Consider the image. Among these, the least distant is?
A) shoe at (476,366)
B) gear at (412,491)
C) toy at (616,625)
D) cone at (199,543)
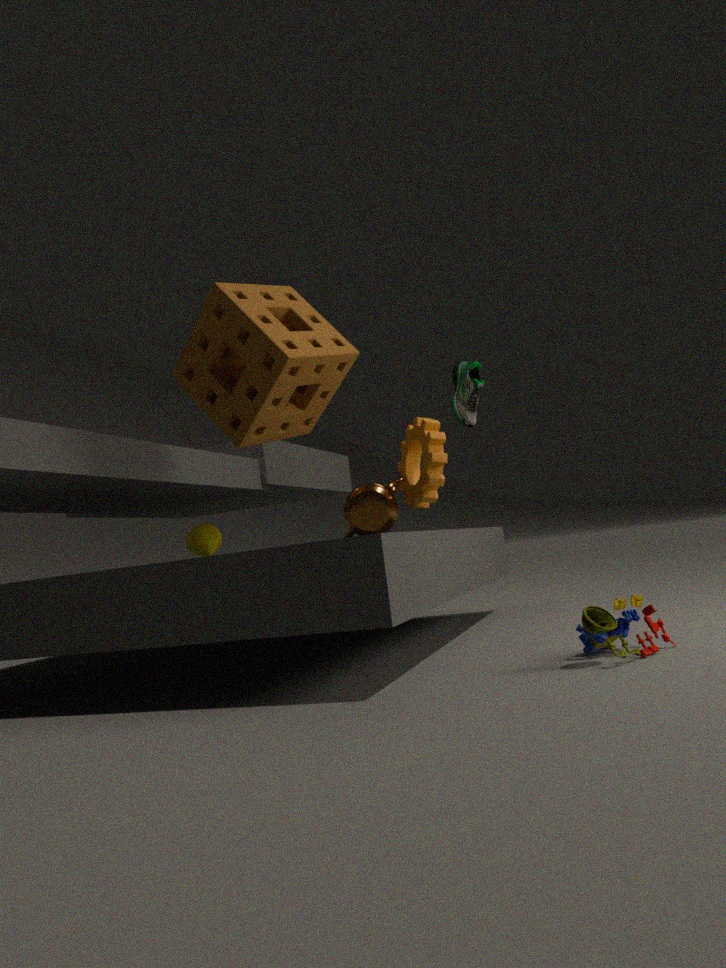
toy at (616,625)
